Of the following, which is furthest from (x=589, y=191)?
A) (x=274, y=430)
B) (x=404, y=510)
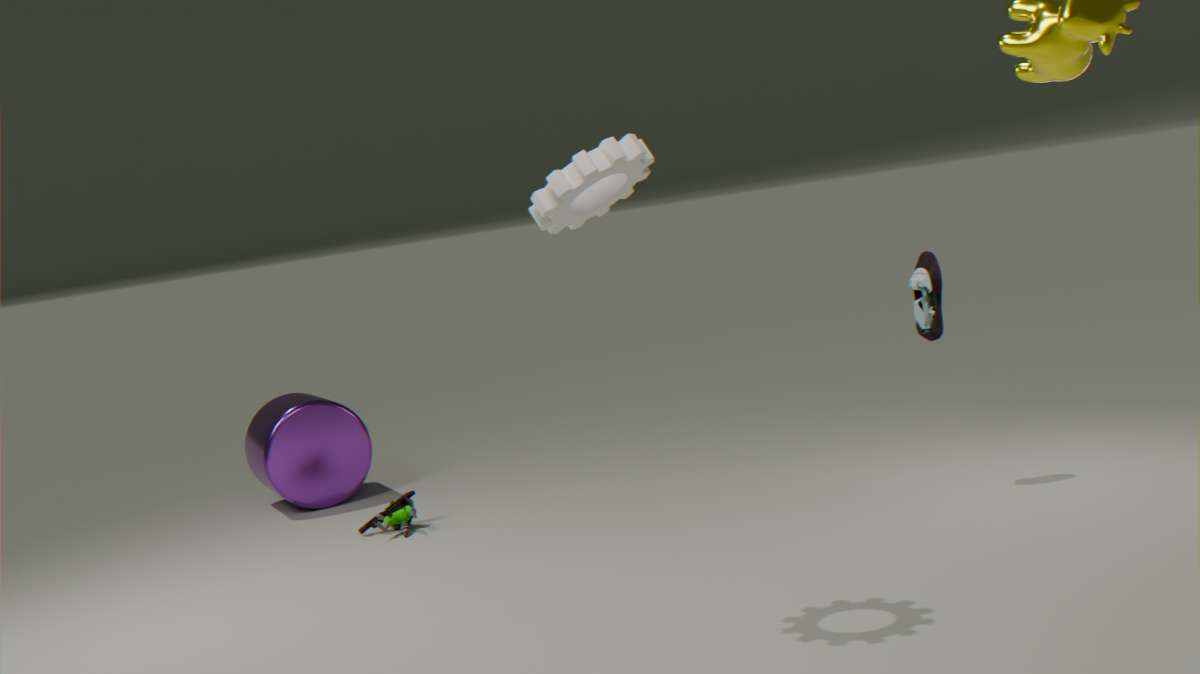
(x=274, y=430)
